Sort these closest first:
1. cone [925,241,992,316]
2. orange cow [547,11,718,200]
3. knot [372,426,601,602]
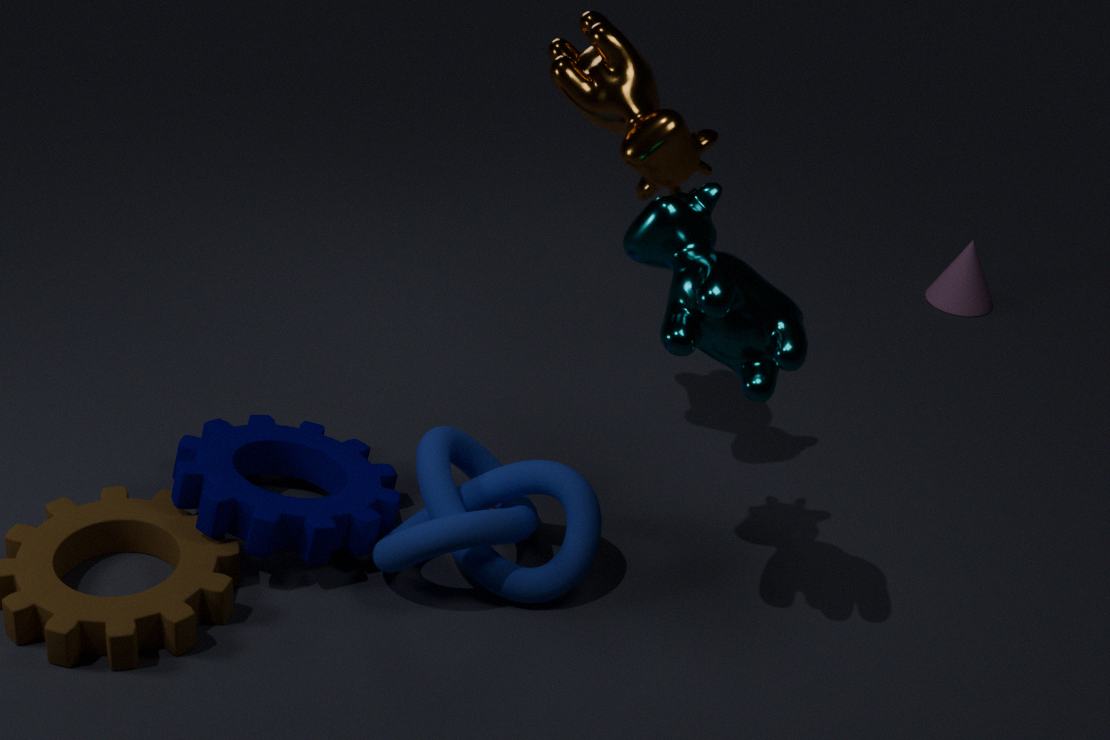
knot [372,426,601,602]
orange cow [547,11,718,200]
cone [925,241,992,316]
